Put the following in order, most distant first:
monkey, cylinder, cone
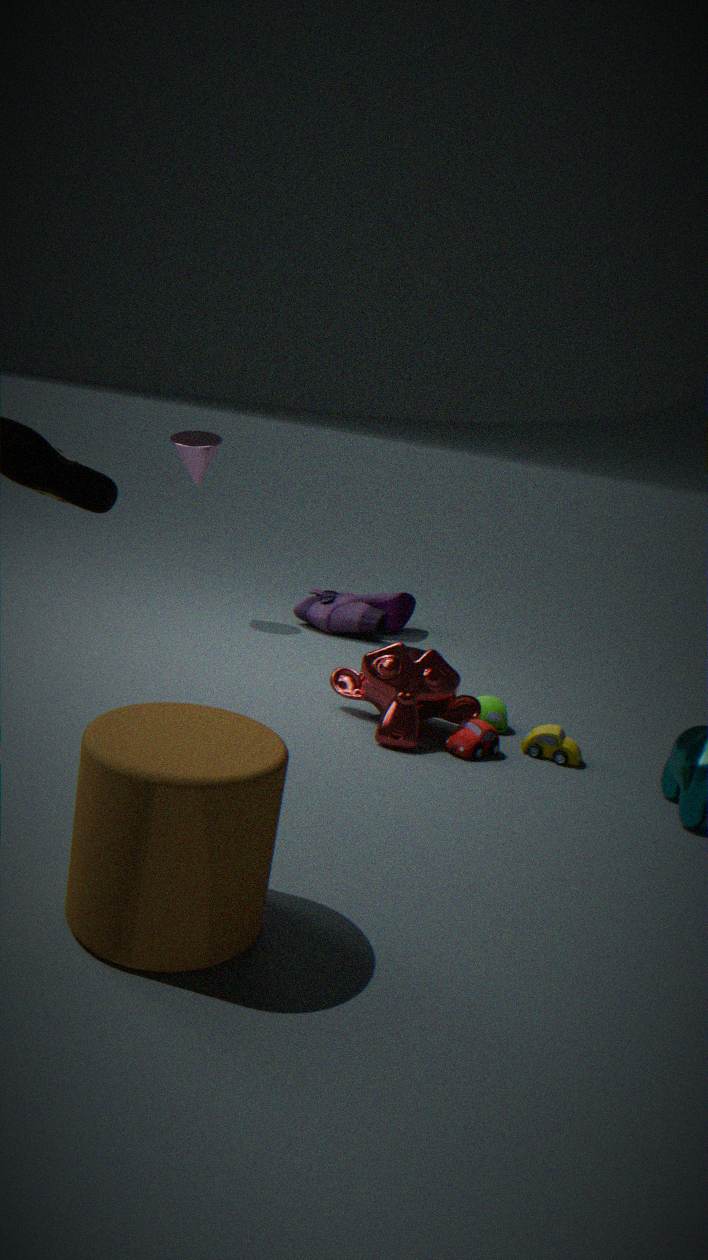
cone, monkey, cylinder
